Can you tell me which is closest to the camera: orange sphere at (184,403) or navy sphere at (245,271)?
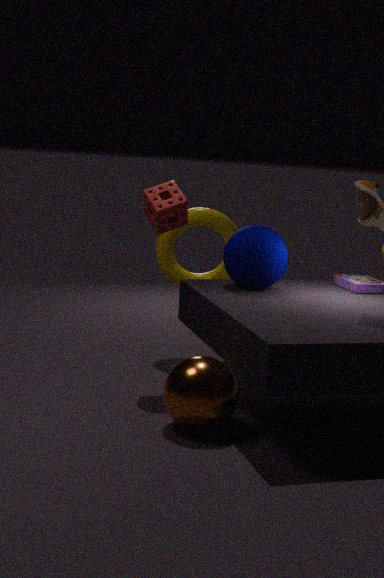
orange sphere at (184,403)
